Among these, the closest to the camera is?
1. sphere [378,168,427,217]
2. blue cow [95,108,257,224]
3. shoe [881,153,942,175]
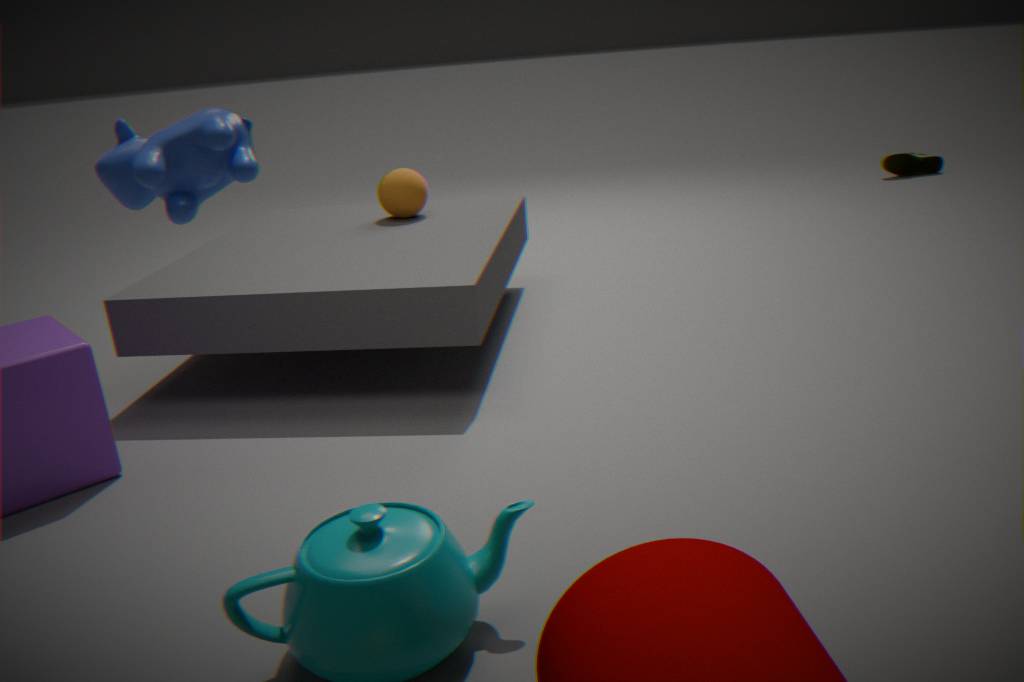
blue cow [95,108,257,224]
